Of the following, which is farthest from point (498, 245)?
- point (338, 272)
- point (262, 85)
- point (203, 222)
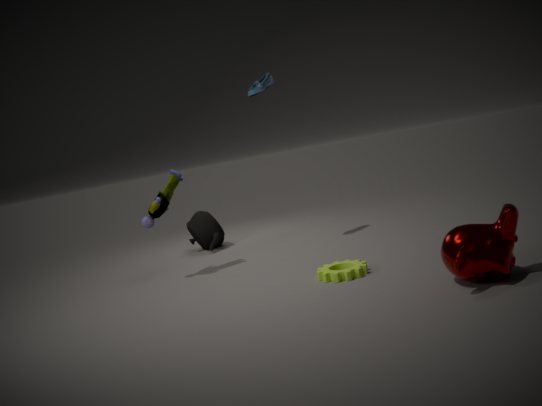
point (203, 222)
